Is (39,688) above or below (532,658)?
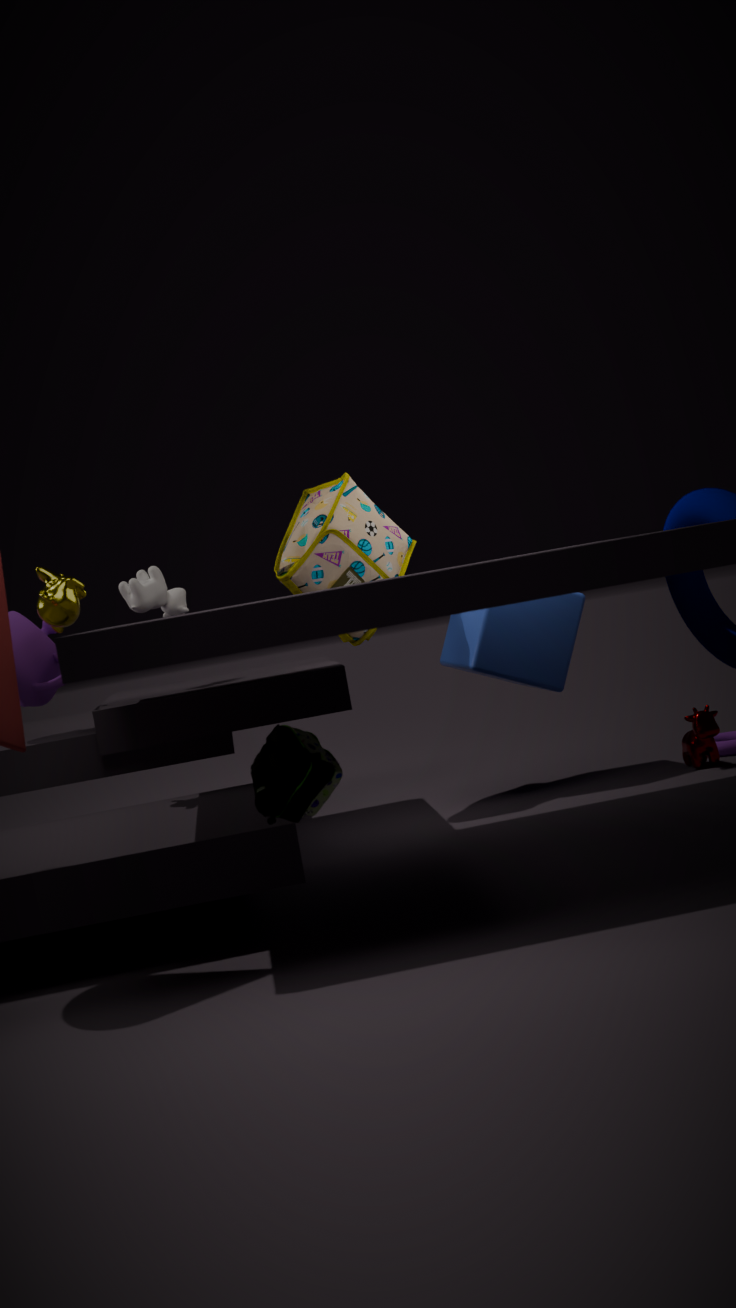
above
